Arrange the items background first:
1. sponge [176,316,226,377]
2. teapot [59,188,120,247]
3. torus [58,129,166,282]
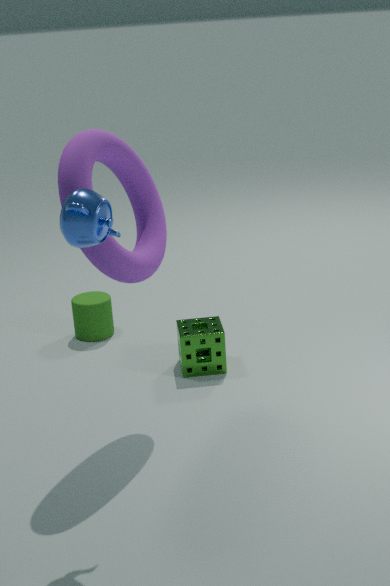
sponge [176,316,226,377] → torus [58,129,166,282] → teapot [59,188,120,247]
